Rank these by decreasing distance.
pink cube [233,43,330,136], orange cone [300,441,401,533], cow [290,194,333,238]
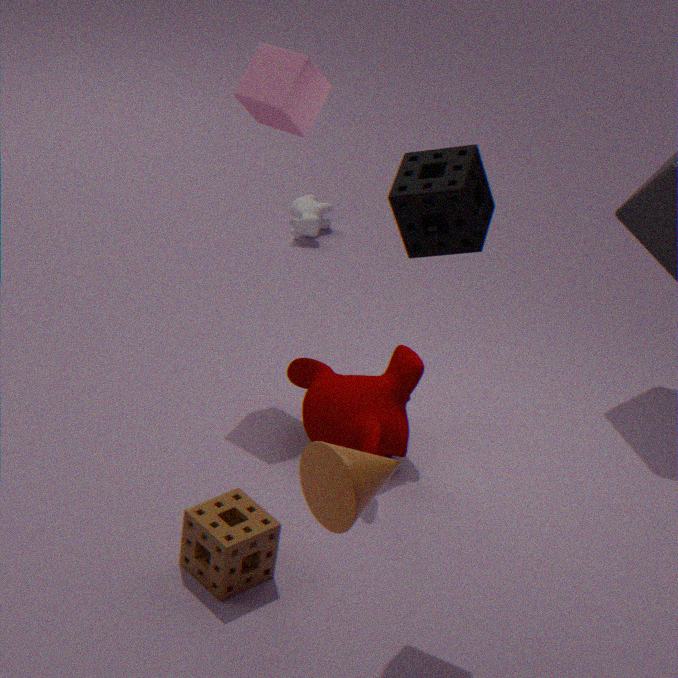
1. cow [290,194,333,238]
2. pink cube [233,43,330,136]
3. orange cone [300,441,401,533]
